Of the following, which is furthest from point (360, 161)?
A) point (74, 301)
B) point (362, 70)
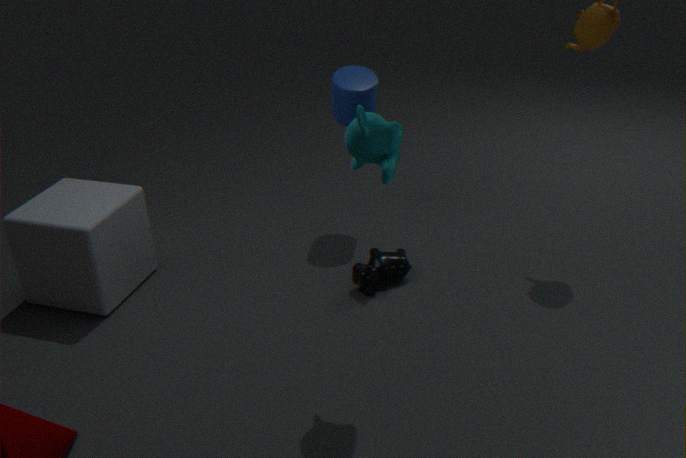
point (74, 301)
